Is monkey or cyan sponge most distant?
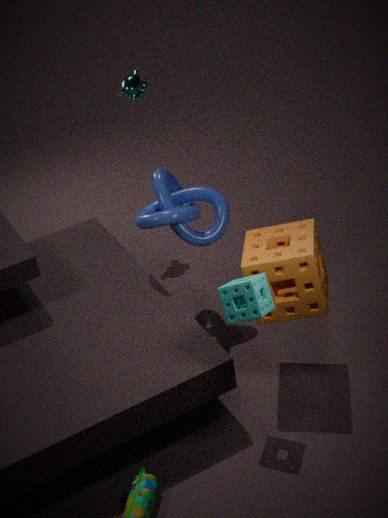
monkey
